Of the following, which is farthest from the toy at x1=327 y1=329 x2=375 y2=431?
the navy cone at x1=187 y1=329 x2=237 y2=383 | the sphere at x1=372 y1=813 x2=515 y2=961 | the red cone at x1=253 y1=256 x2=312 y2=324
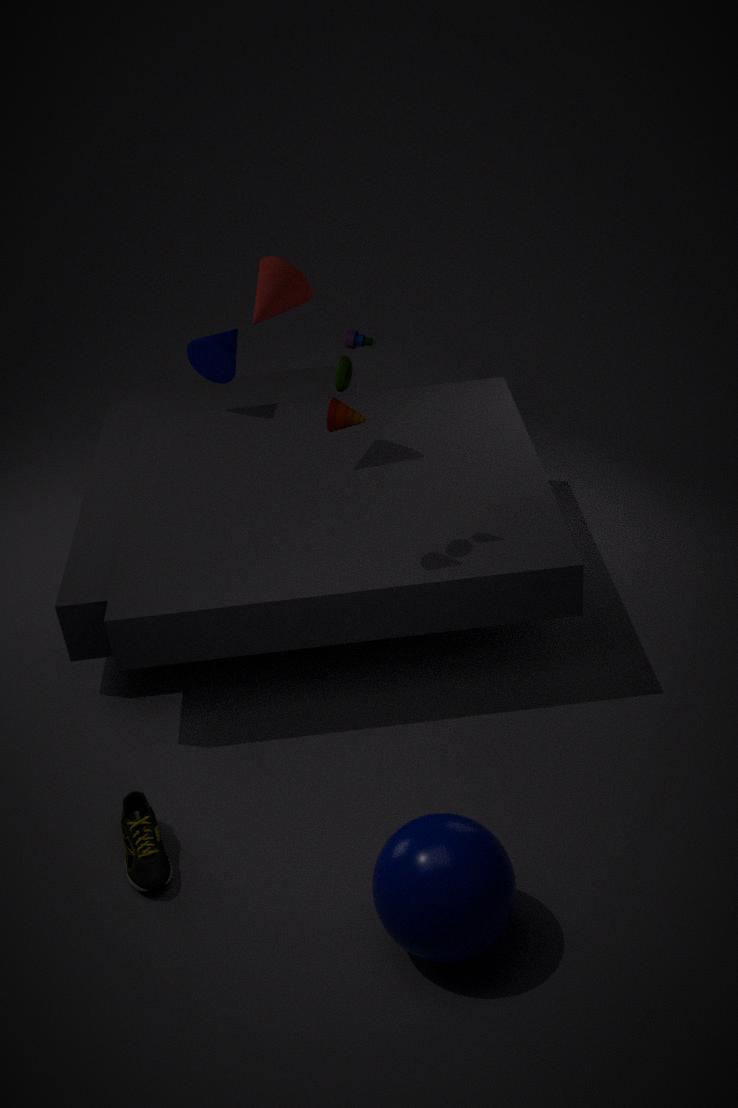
the sphere at x1=372 y1=813 x2=515 y2=961
